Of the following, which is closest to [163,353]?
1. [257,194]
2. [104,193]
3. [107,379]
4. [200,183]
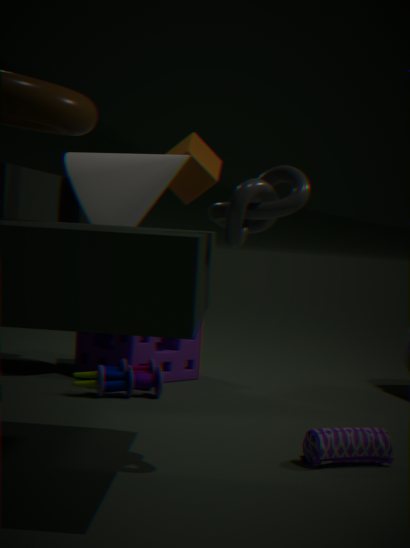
[107,379]
